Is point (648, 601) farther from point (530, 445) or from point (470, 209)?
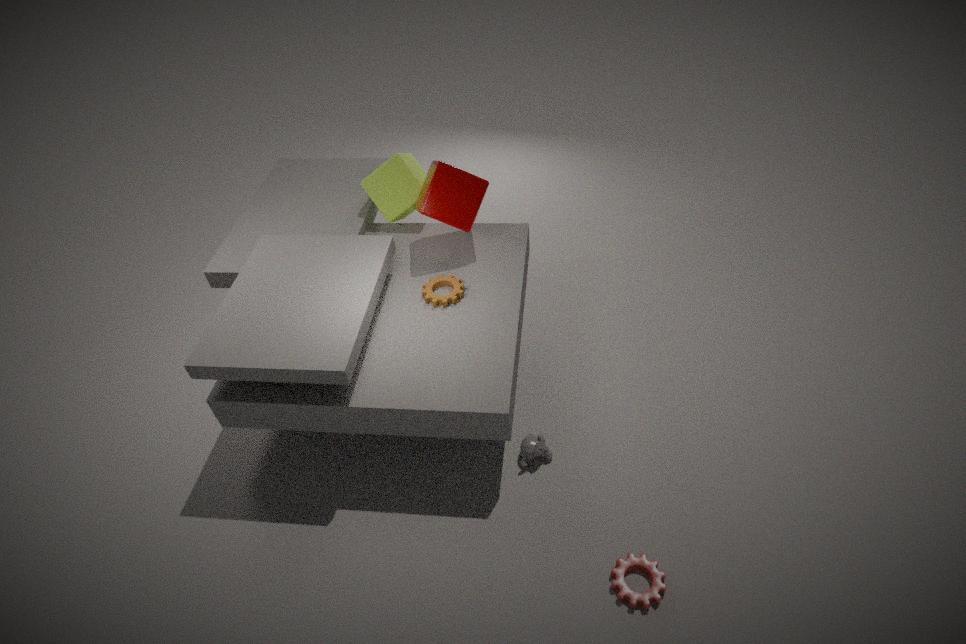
point (470, 209)
